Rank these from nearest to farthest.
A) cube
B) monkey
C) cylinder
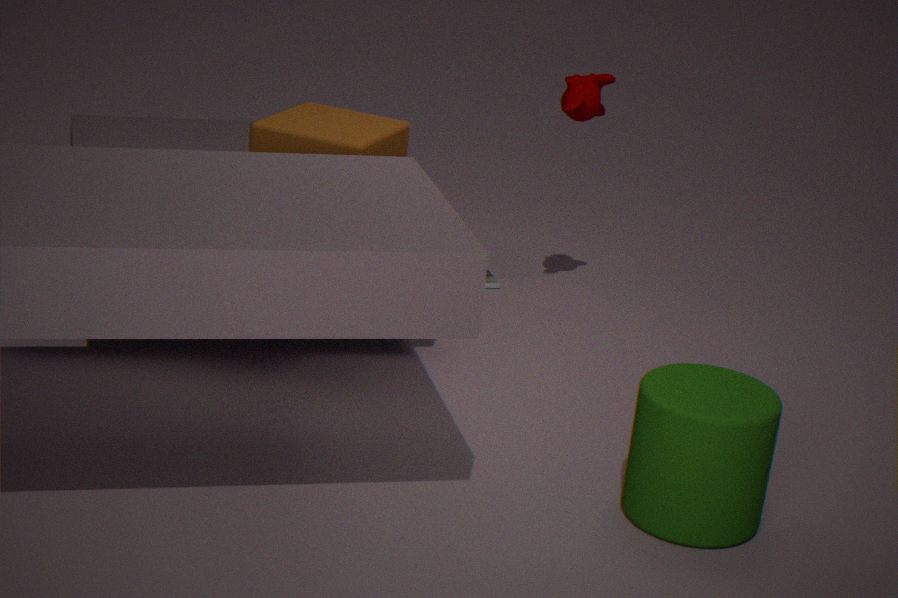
cylinder < cube < monkey
